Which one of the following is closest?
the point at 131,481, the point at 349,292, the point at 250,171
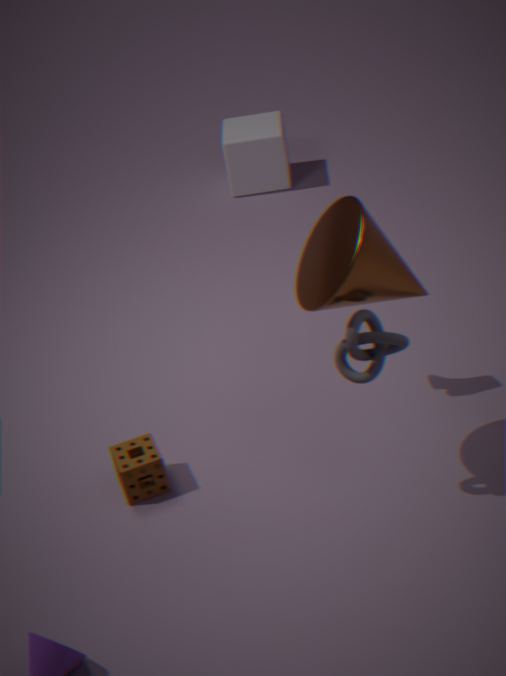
the point at 349,292
